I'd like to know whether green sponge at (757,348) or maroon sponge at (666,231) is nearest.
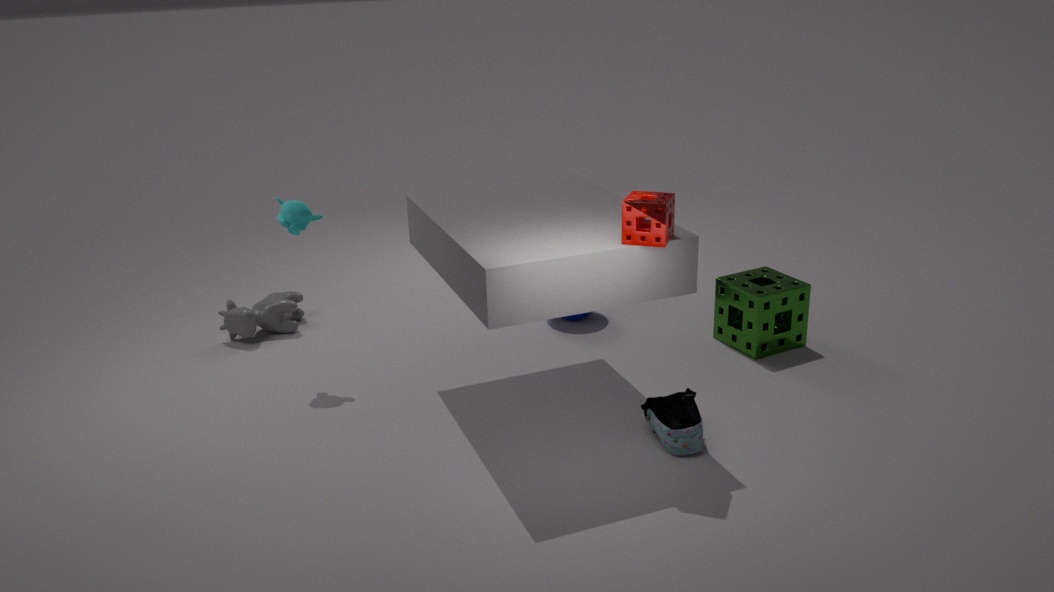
maroon sponge at (666,231)
